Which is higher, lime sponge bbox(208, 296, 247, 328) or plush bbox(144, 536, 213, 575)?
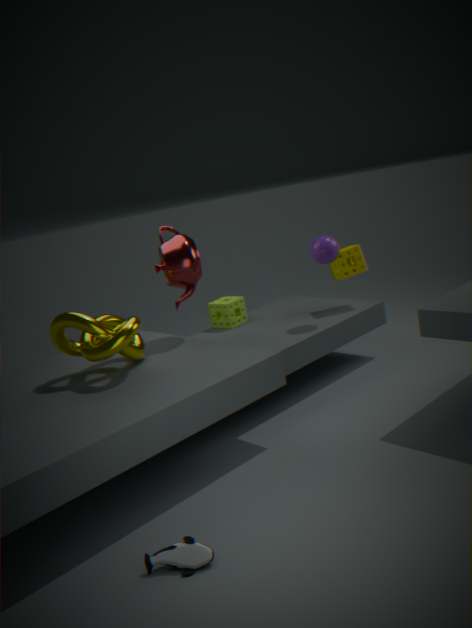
lime sponge bbox(208, 296, 247, 328)
